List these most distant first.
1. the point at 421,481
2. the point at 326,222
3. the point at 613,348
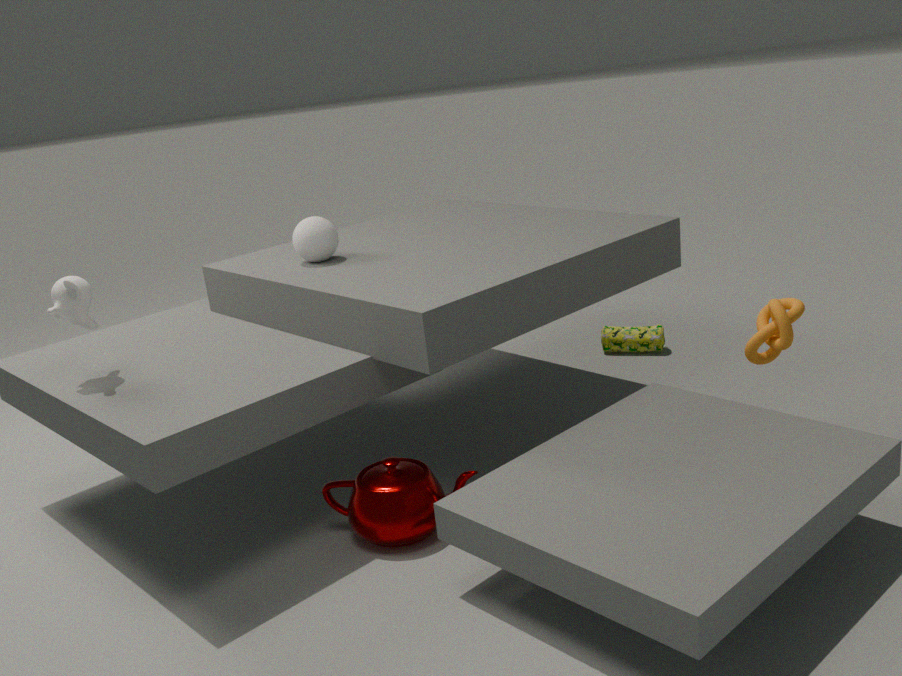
→ the point at 613,348
the point at 326,222
the point at 421,481
